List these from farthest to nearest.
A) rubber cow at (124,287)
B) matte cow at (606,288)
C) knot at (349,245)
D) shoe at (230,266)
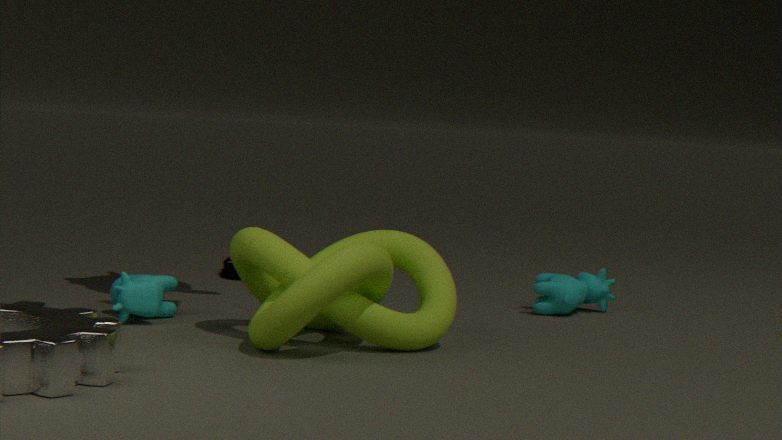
shoe at (230,266), matte cow at (606,288), rubber cow at (124,287), knot at (349,245)
